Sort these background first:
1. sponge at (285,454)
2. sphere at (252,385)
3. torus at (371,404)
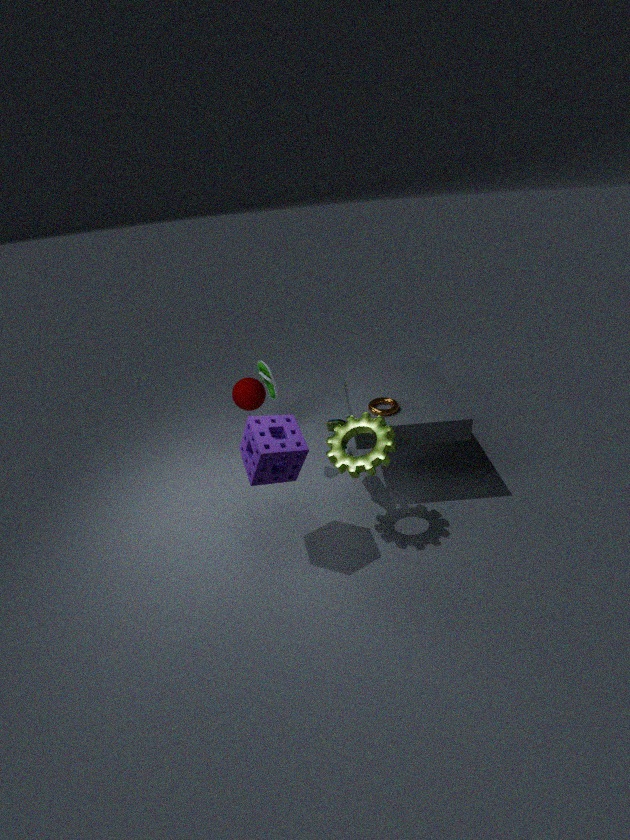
sphere at (252,385), torus at (371,404), sponge at (285,454)
